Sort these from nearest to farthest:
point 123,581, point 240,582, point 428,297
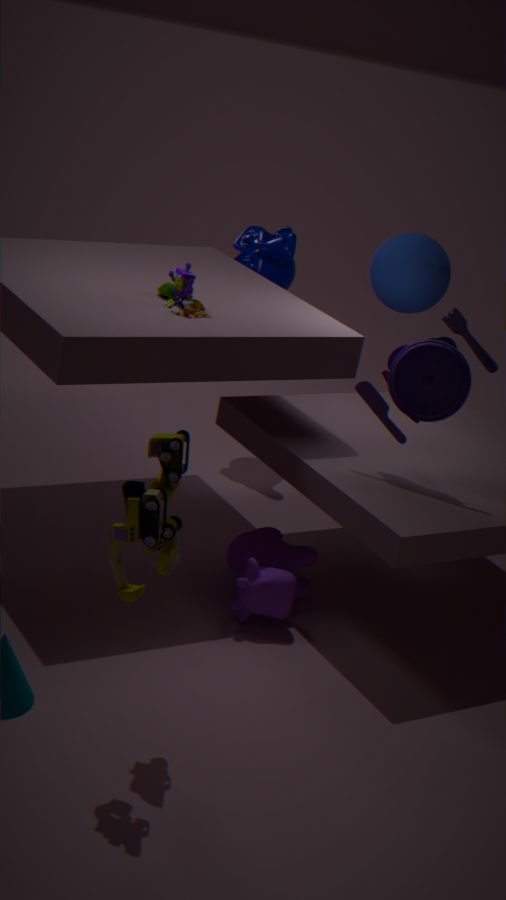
point 123,581, point 240,582, point 428,297
